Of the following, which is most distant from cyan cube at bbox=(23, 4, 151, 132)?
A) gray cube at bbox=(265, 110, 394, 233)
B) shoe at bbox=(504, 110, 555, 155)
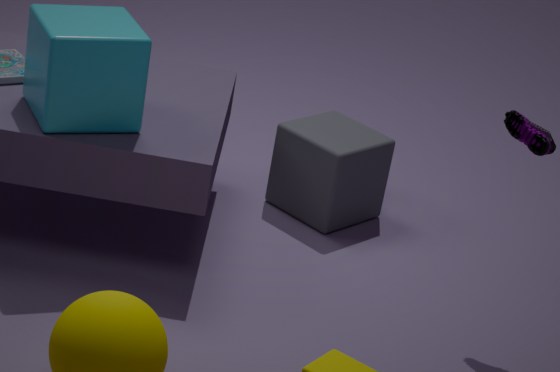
shoe at bbox=(504, 110, 555, 155)
